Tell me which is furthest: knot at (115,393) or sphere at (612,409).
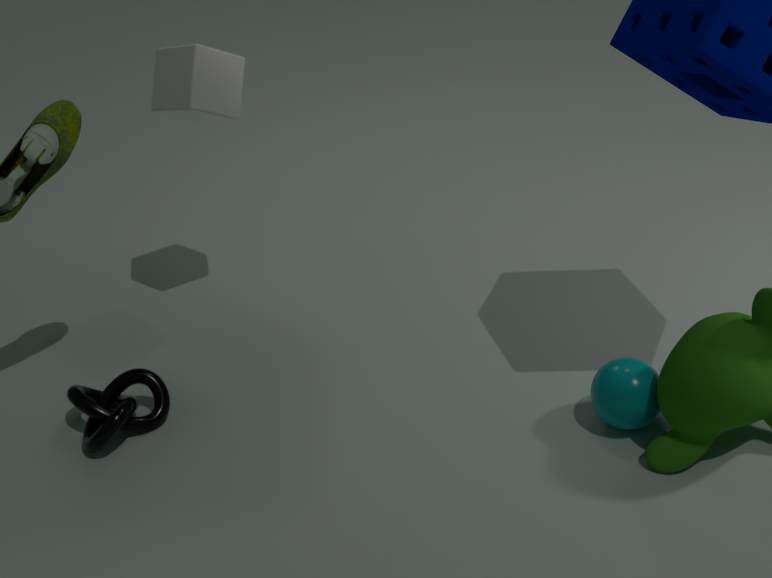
knot at (115,393)
